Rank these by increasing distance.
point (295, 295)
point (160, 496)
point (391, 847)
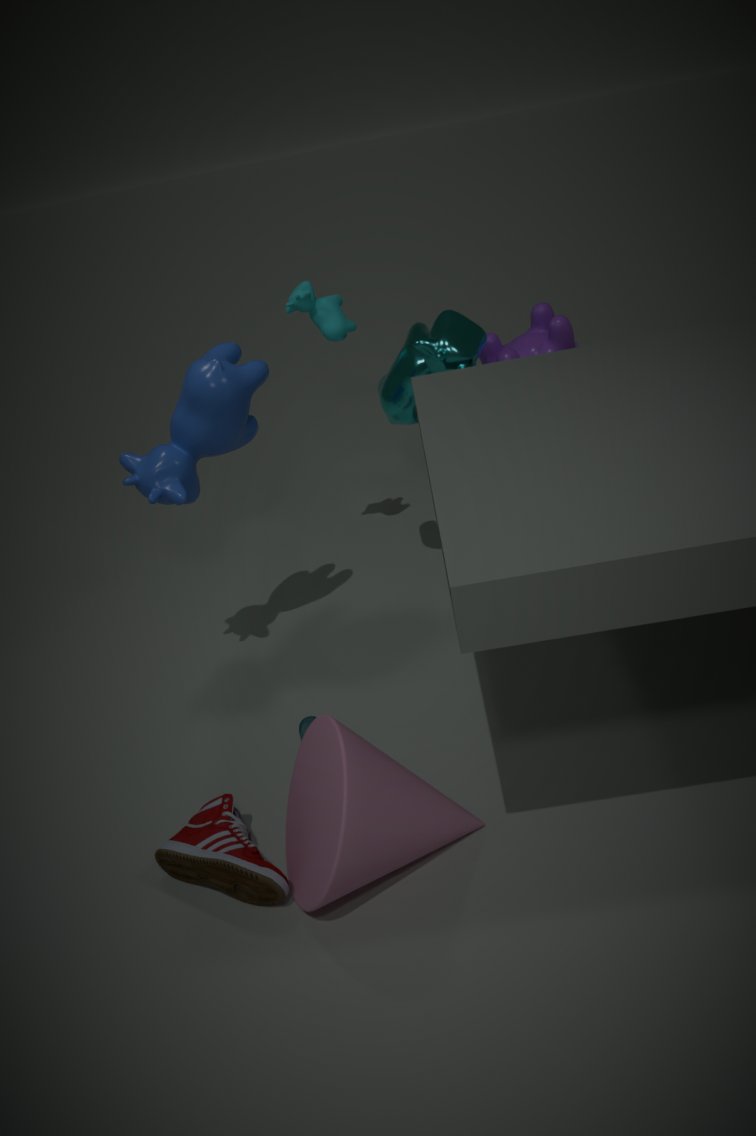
point (391, 847)
point (160, 496)
point (295, 295)
